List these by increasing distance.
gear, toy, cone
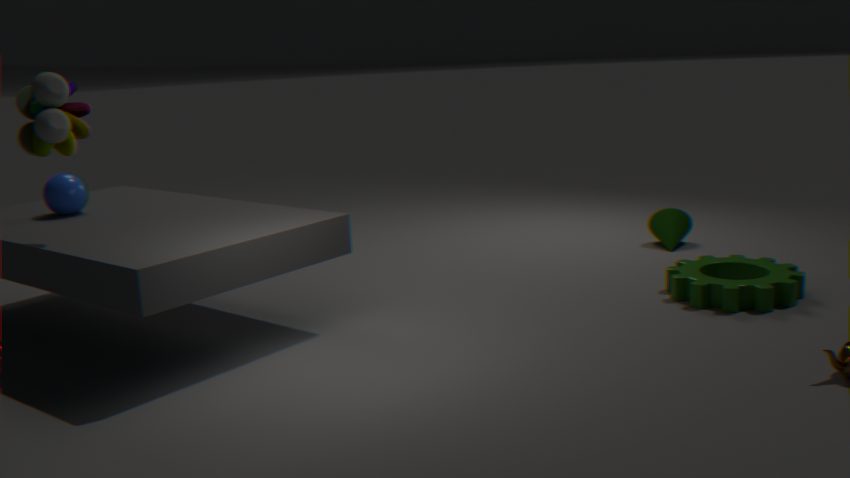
toy → gear → cone
